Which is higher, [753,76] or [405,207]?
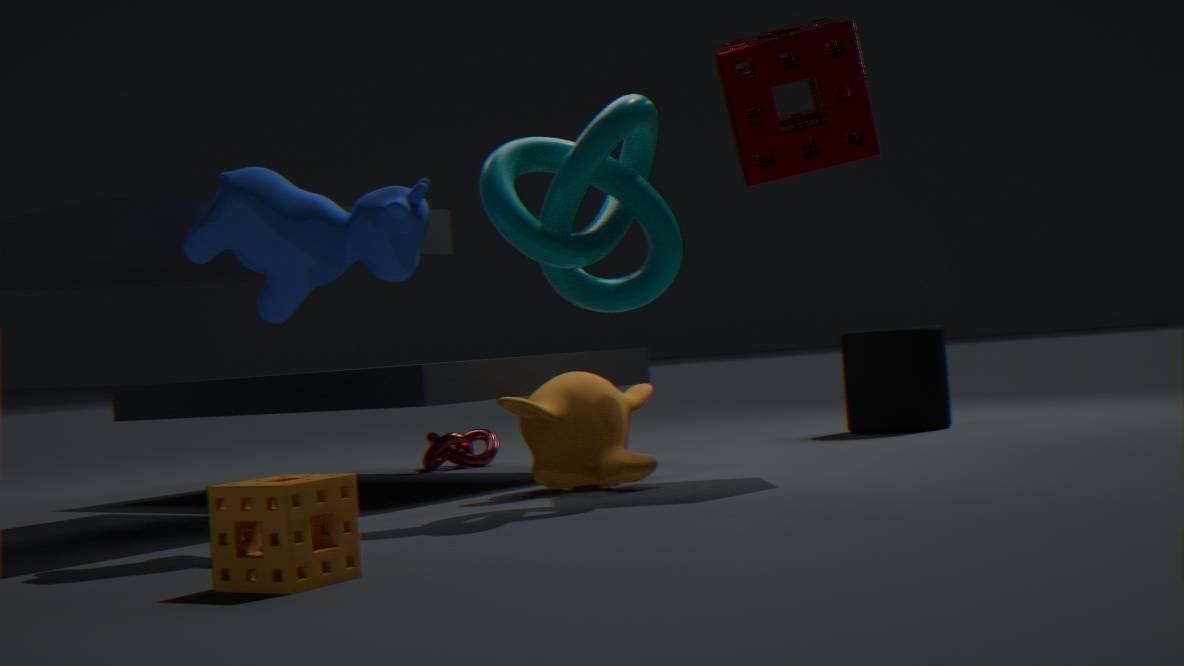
[753,76]
